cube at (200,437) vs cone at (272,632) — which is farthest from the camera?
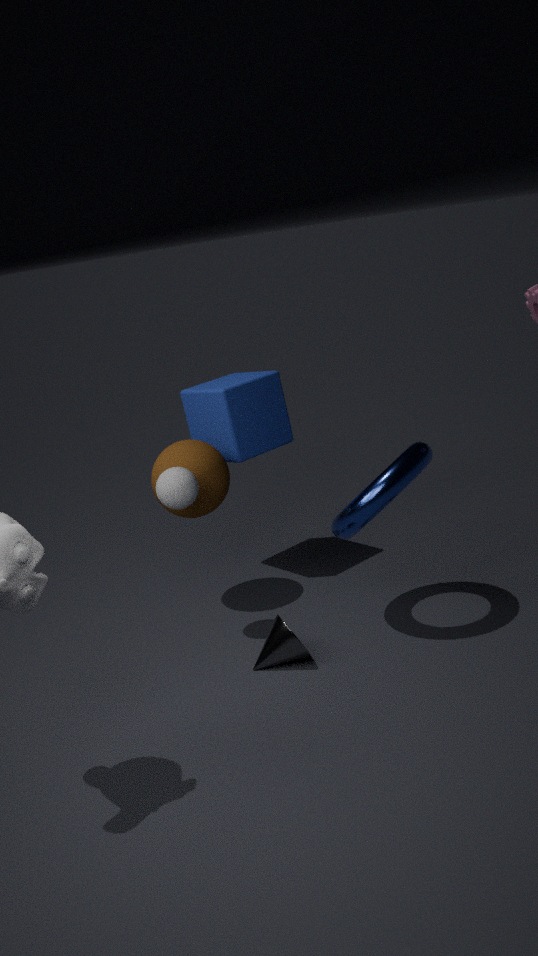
cube at (200,437)
